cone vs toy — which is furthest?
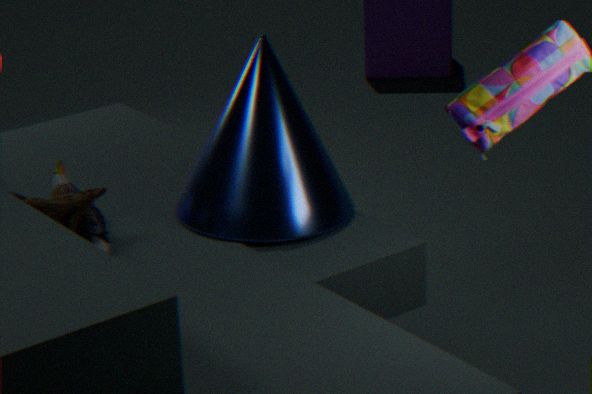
cone
